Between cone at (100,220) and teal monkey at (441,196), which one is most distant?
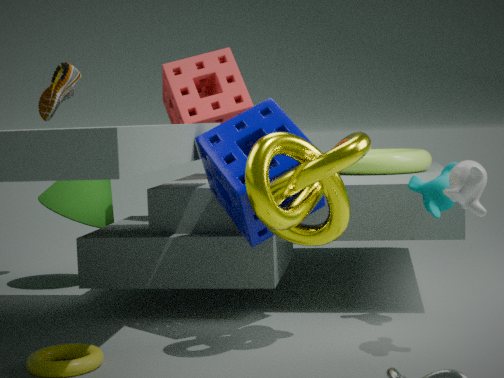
cone at (100,220)
